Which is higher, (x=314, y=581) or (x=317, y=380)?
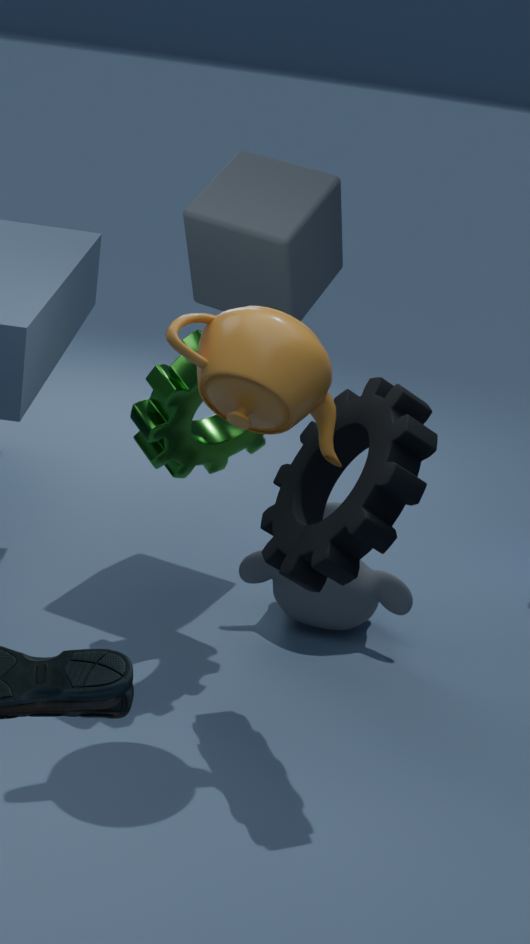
(x=317, y=380)
